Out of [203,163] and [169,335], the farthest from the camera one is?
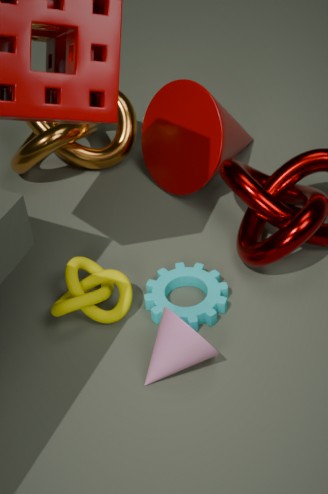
[203,163]
